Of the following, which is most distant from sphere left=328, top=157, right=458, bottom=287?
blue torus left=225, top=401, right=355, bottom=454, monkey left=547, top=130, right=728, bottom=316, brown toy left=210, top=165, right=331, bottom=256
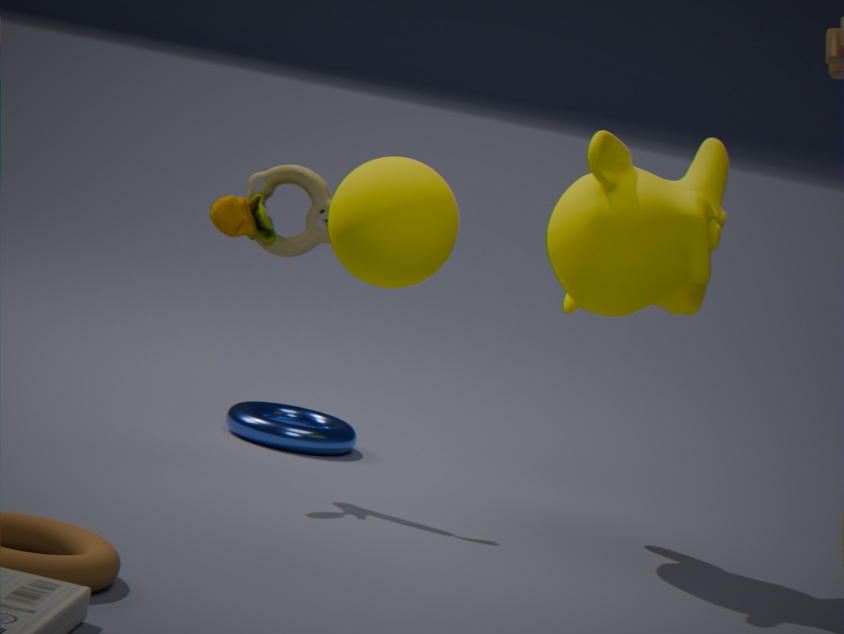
blue torus left=225, top=401, right=355, bottom=454
